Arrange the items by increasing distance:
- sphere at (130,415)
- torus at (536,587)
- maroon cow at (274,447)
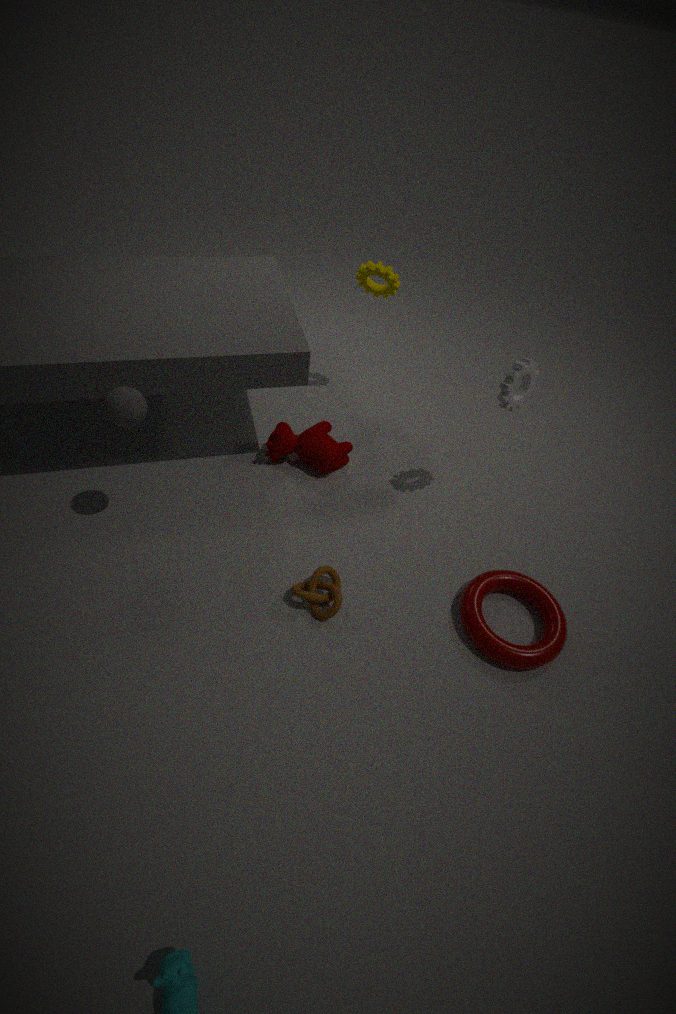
sphere at (130,415), torus at (536,587), maroon cow at (274,447)
